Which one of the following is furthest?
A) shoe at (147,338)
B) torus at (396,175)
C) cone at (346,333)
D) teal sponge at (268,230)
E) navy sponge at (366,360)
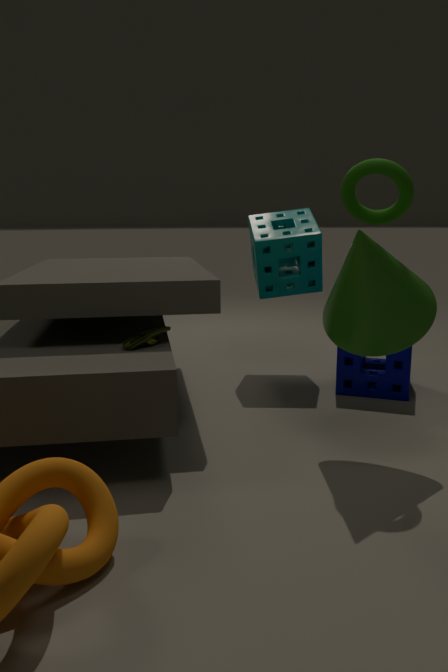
teal sponge at (268,230)
